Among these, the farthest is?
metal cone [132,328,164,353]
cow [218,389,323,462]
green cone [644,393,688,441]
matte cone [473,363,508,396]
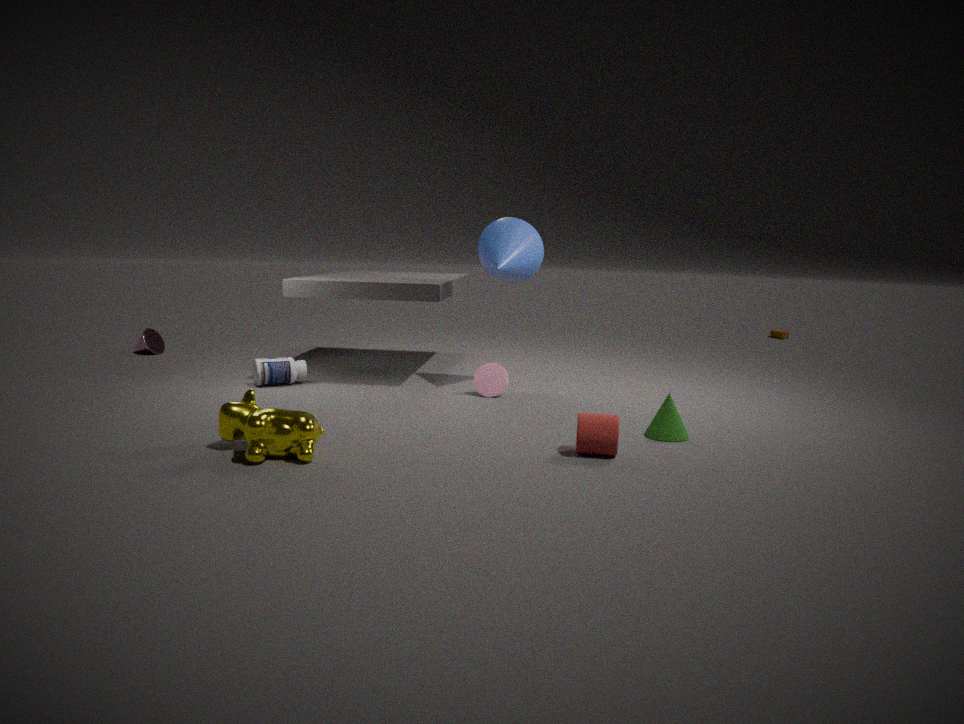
metal cone [132,328,164,353]
